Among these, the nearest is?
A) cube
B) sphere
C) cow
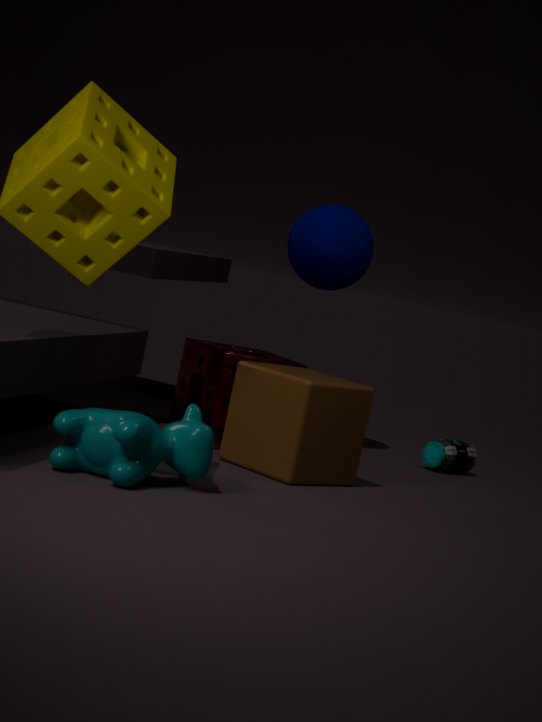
cow
